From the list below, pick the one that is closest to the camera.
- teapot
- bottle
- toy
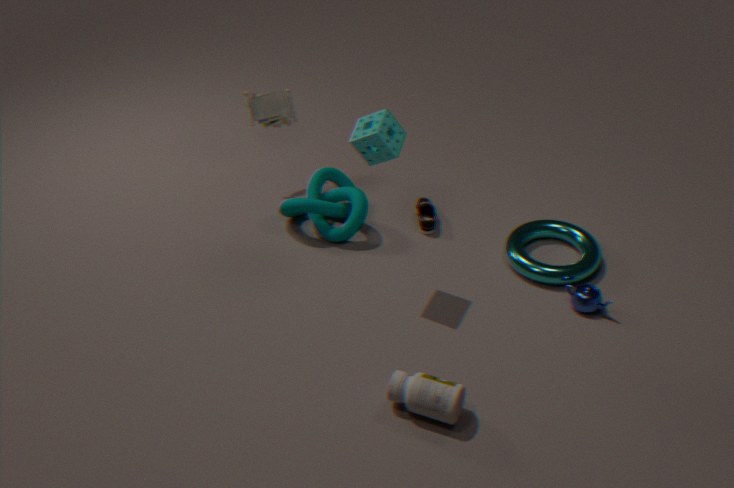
bottle
